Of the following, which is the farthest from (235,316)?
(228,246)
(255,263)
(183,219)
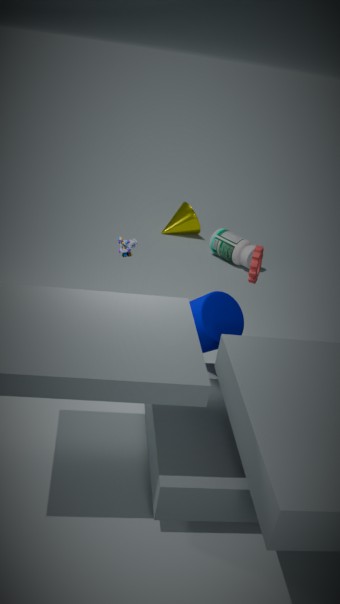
(183,219)
